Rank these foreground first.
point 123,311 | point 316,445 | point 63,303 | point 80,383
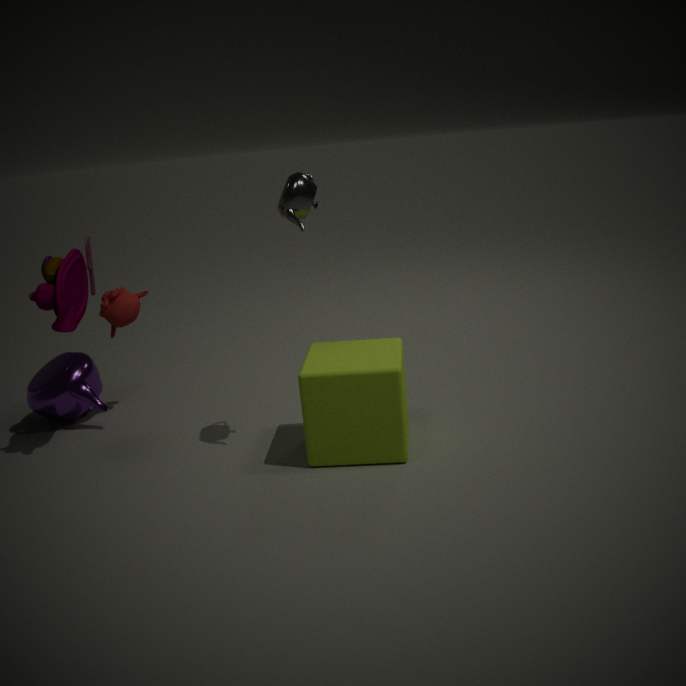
1. point 316,445
2. point 63,303
3. point 123,311
4. point 80,383
